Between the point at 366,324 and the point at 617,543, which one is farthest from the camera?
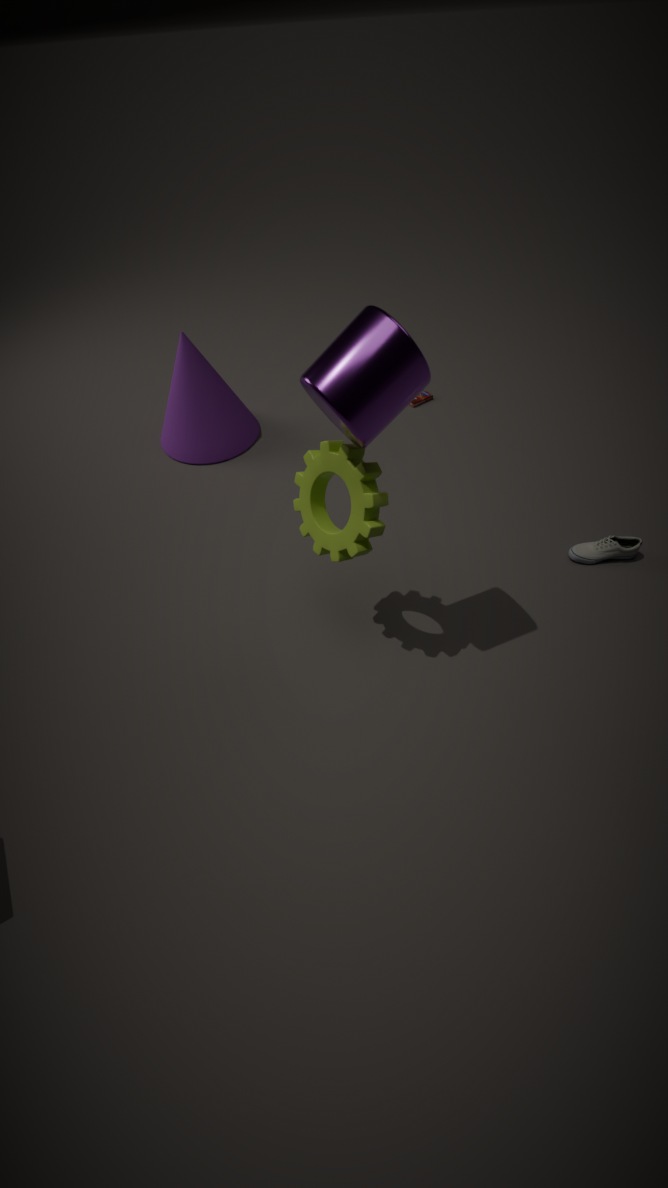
the point at 617,543
